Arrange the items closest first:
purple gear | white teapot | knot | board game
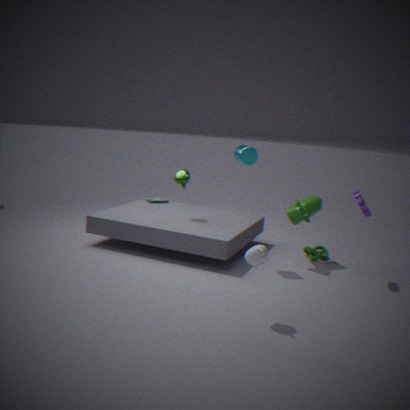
white teapot, purple gear, knot, board game
